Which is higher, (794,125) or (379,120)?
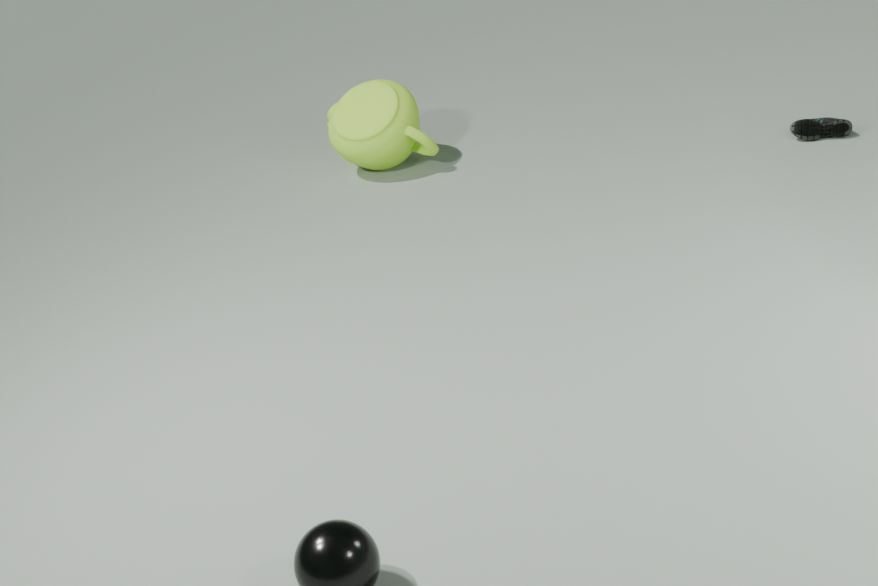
(379,120)
